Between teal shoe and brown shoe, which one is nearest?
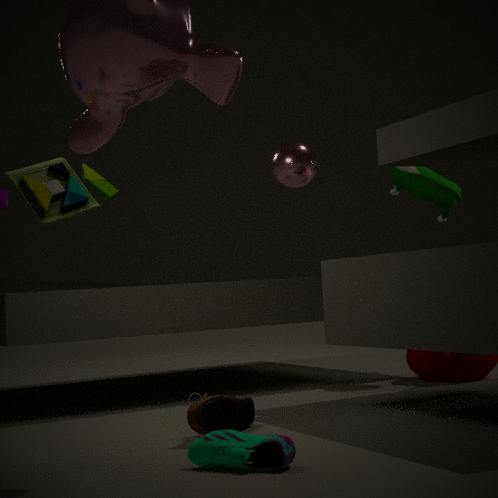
teal shoe
